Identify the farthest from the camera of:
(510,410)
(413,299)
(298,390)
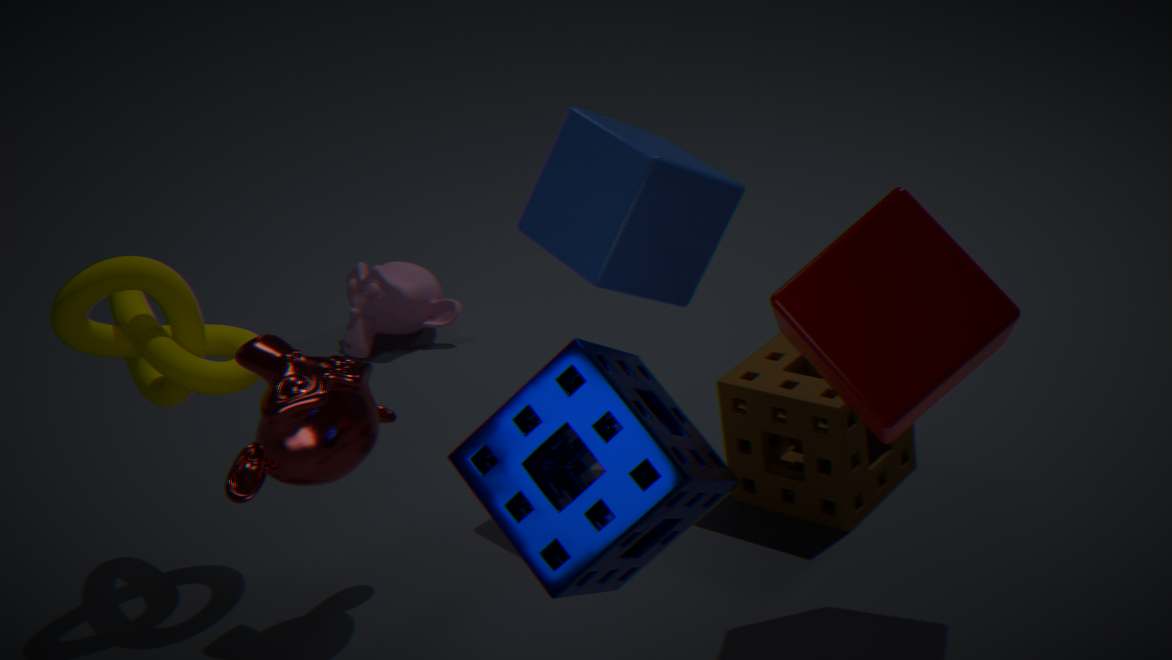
(413,299)
